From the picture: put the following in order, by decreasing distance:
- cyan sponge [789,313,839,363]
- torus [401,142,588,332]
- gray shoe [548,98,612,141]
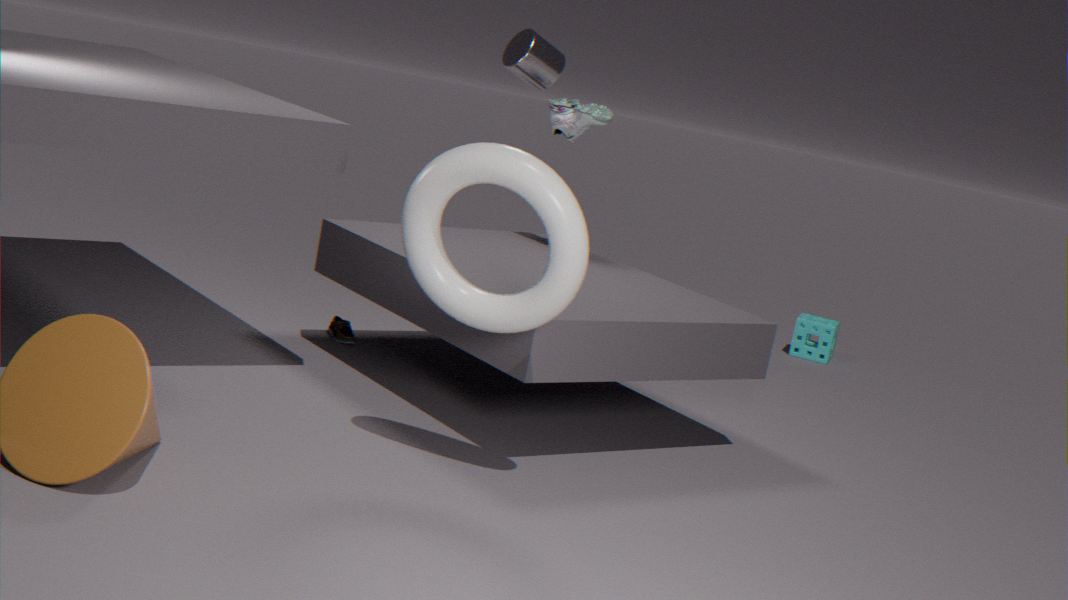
1. cyan sponge [789,313,839,363]
2. gray shoe [548,98,612,141]
3. torus [401,142,588,332]
